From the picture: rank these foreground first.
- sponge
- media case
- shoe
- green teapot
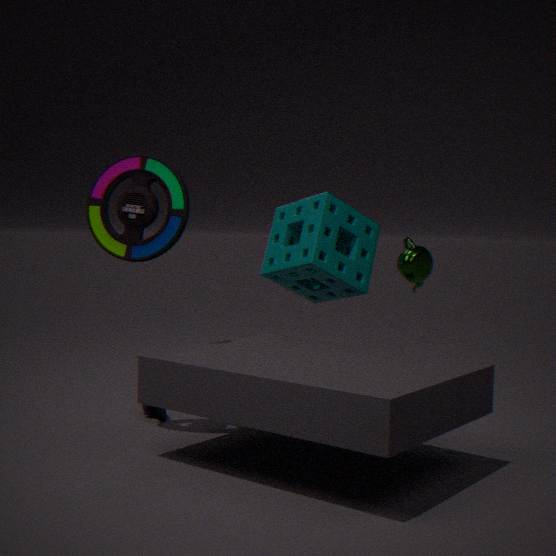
media case < green teapot < sponge < shoe
